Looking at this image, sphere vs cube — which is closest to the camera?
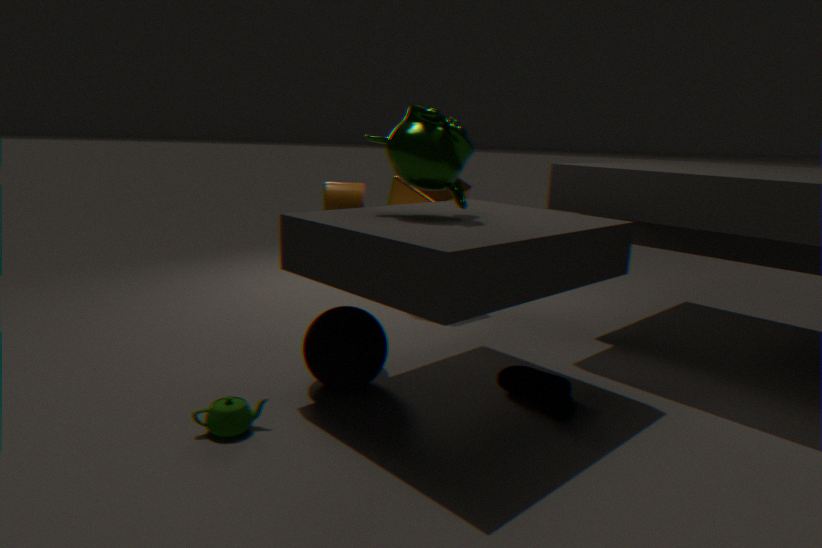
sphere
